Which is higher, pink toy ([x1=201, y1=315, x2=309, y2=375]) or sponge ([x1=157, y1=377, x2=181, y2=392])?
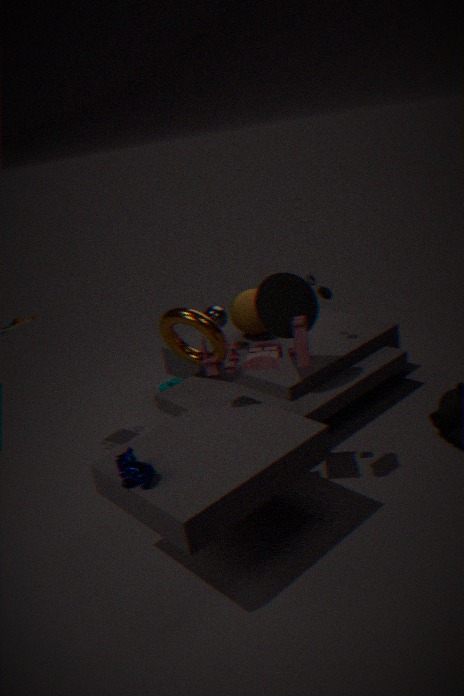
pink toy ([x1=201, y1=315, x2=309, y2=375])
